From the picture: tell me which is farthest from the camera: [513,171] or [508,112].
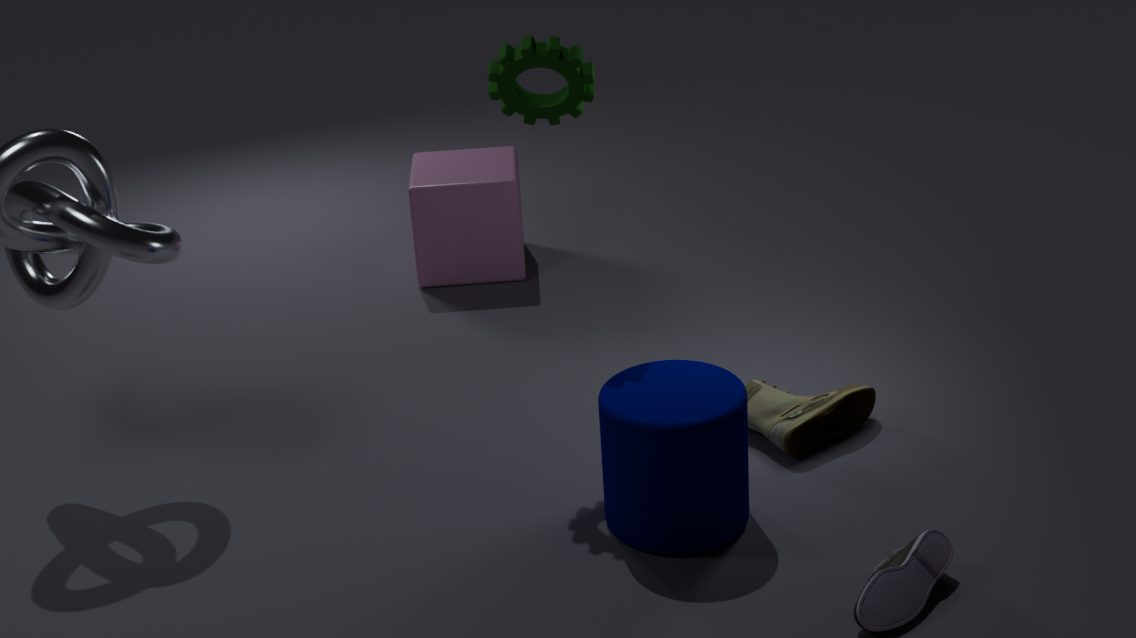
[513,171]
